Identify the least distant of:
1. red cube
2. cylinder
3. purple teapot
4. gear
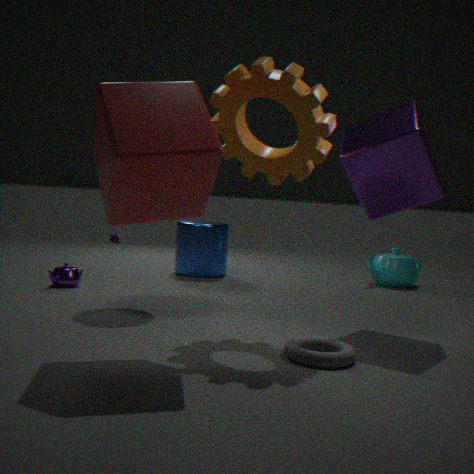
red cube
